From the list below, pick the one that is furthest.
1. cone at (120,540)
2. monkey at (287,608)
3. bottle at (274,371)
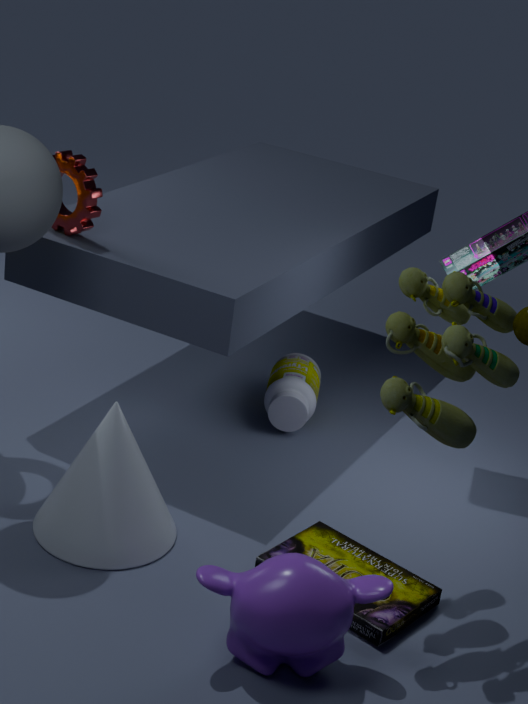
bottle at (274,371)
